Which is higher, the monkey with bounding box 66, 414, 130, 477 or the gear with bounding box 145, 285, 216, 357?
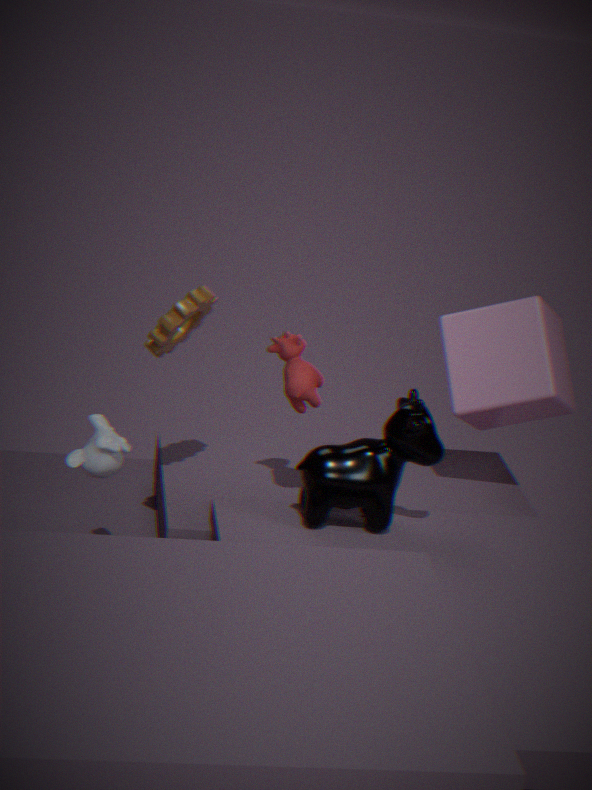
the gear with bounding box 145, 285, 216, 357
